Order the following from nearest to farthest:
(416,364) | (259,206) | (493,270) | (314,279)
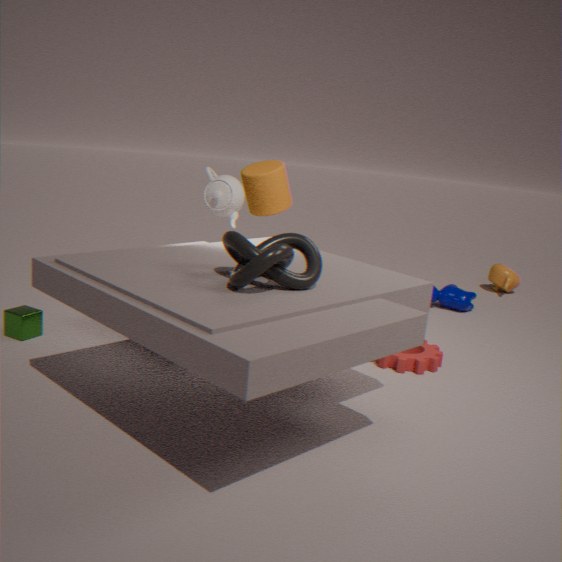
(314,279), (416,364), (259,206), (493,270)
